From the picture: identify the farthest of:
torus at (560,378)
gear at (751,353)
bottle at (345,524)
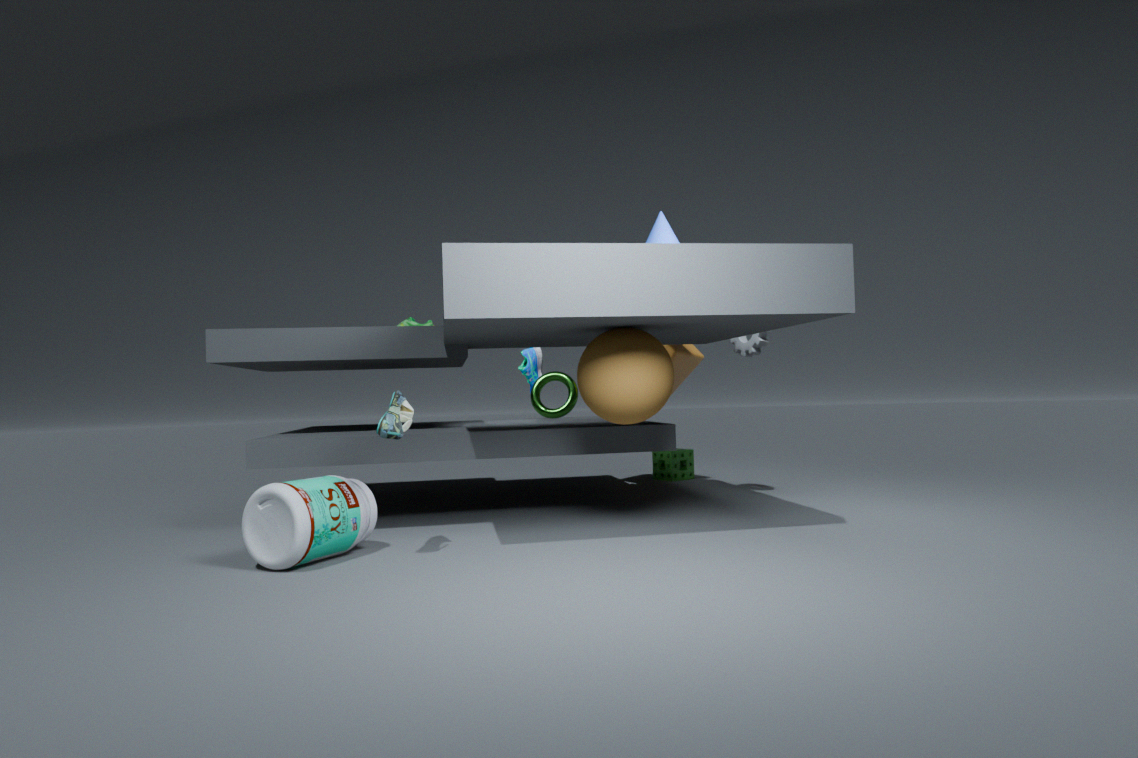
torus at (560,378)
